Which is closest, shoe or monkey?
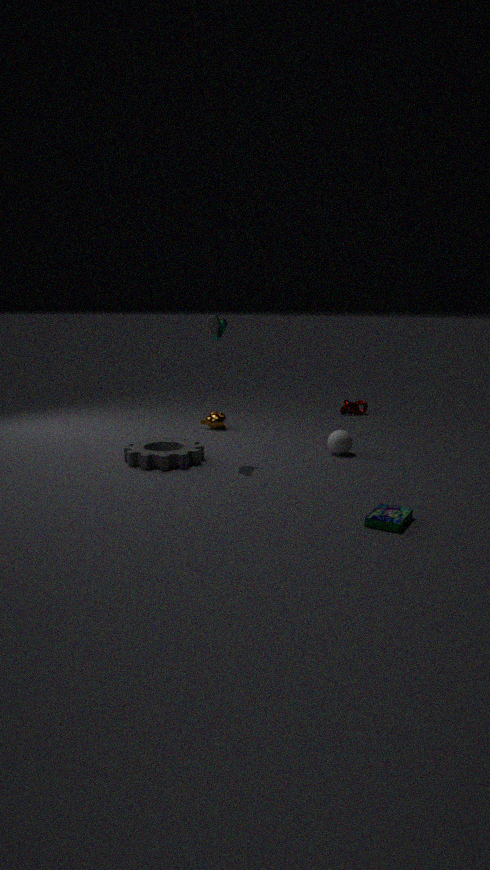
shoe
